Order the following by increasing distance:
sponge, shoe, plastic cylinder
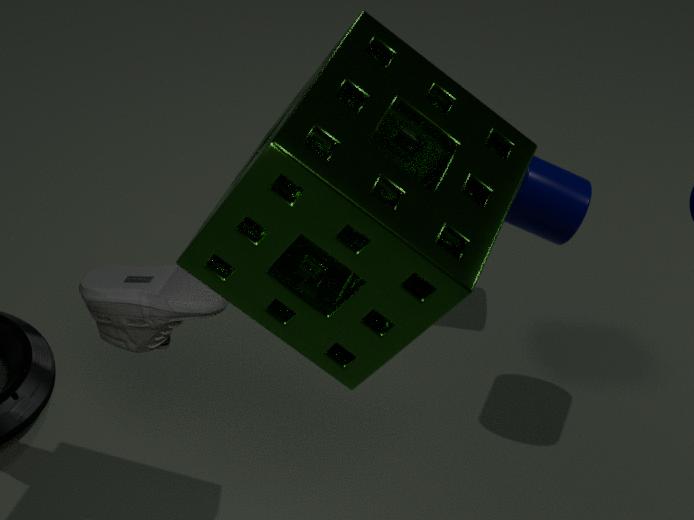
sponge < shoe < plastic cylinder
